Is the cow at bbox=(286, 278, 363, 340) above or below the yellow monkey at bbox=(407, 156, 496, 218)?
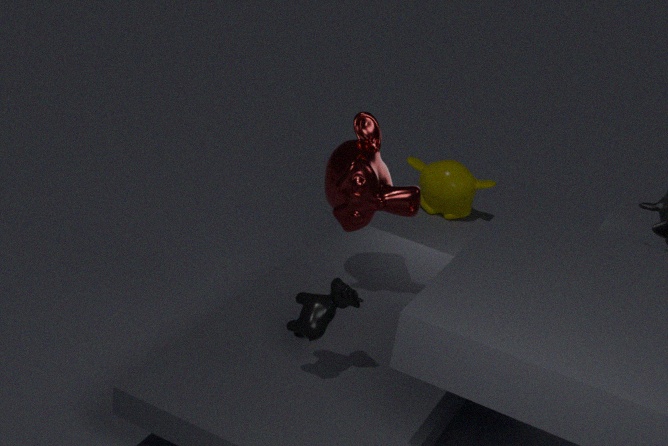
above
